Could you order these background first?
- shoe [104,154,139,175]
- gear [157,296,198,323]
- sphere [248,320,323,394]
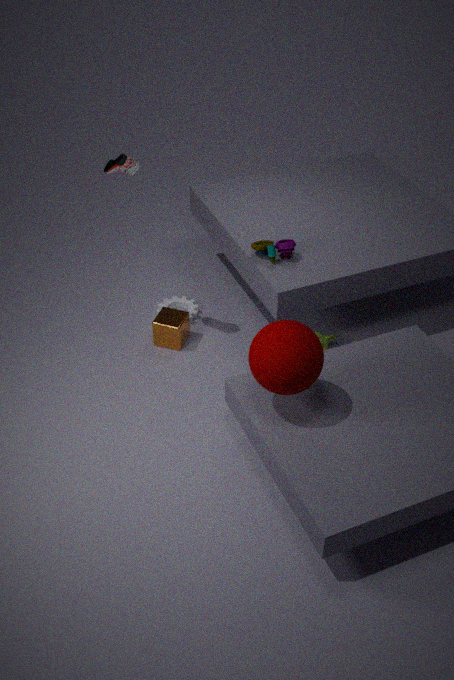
gear [157,296,198,323] < shoe [104,154,139,175] < sphere [248,320,323,394]
